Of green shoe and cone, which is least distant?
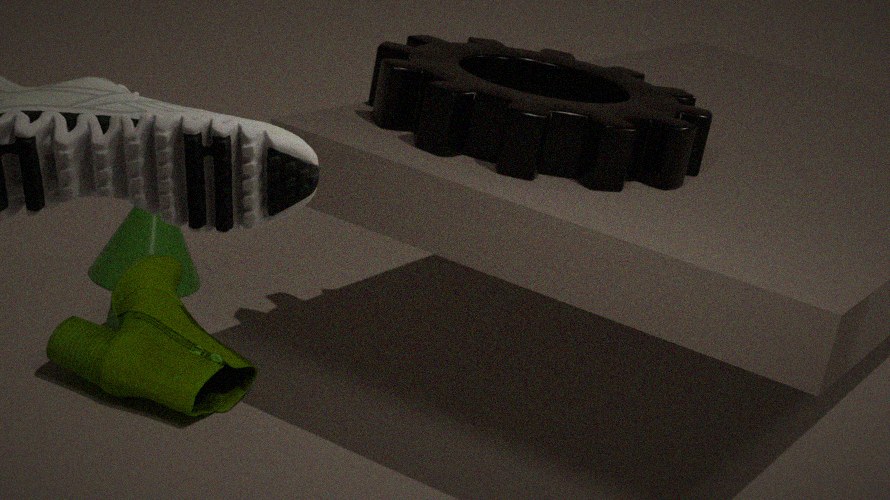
green shoe
